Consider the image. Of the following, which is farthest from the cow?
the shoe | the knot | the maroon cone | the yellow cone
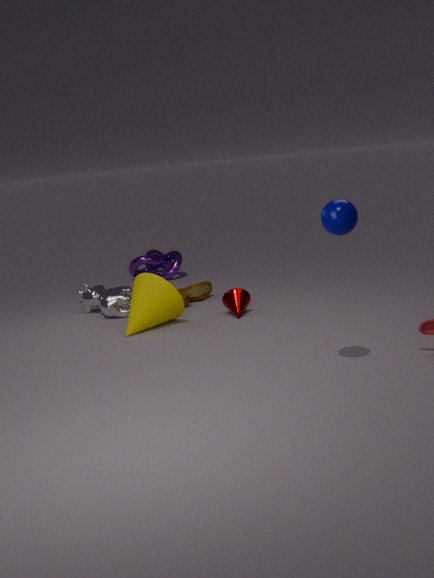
the knot
